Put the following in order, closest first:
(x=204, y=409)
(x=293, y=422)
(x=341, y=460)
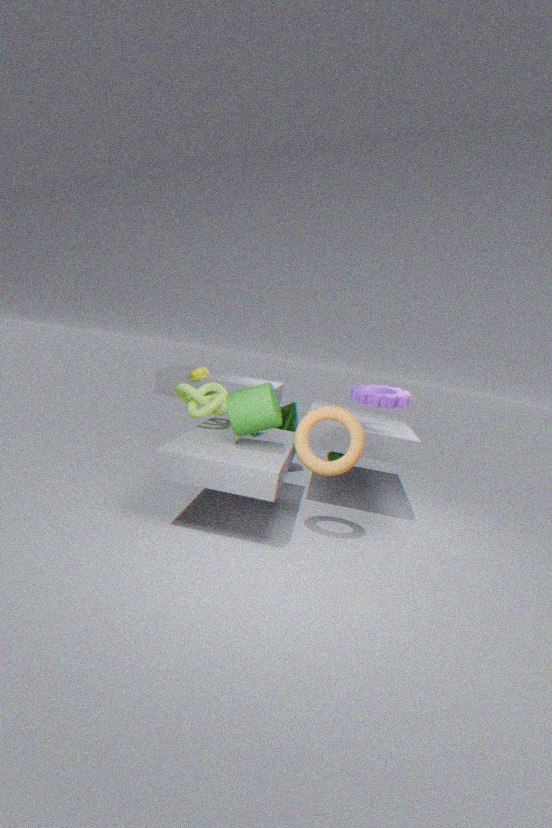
(x=341, y=460)
(x=204, y=409)
(x=293, y=422)
